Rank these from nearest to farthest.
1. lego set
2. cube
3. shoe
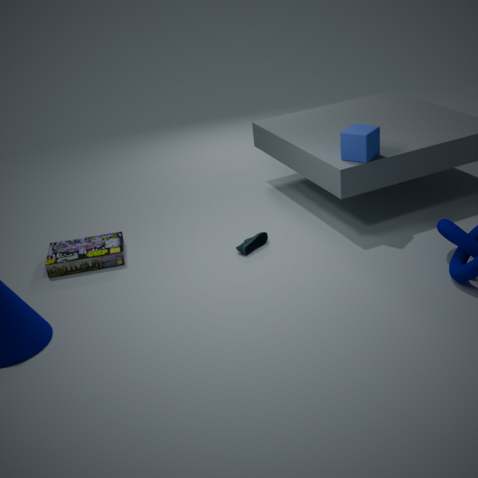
cube
lego set
shoe
